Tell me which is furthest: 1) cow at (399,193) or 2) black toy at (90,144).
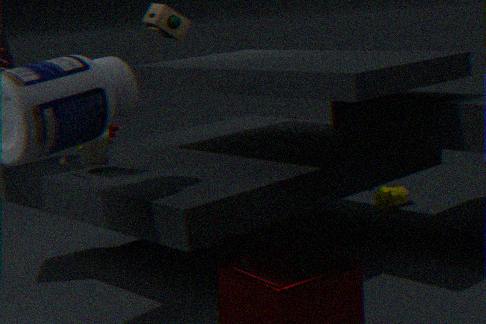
1. cow at (399,193)
